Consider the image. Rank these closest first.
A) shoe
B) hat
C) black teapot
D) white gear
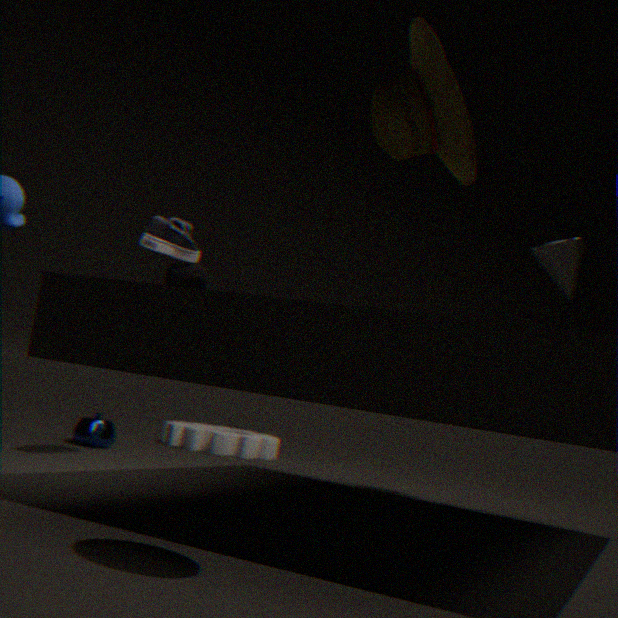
hat < shoe < black teapot < white gear
